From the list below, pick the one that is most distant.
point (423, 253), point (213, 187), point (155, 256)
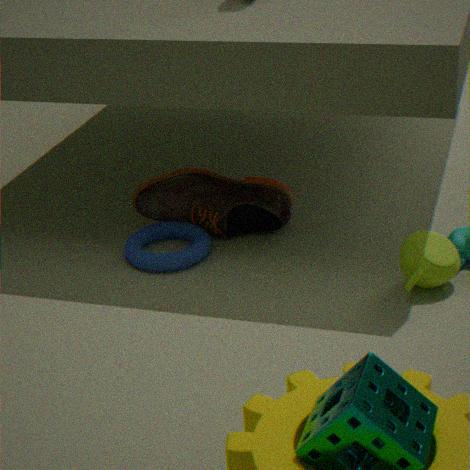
point (213, 187)
